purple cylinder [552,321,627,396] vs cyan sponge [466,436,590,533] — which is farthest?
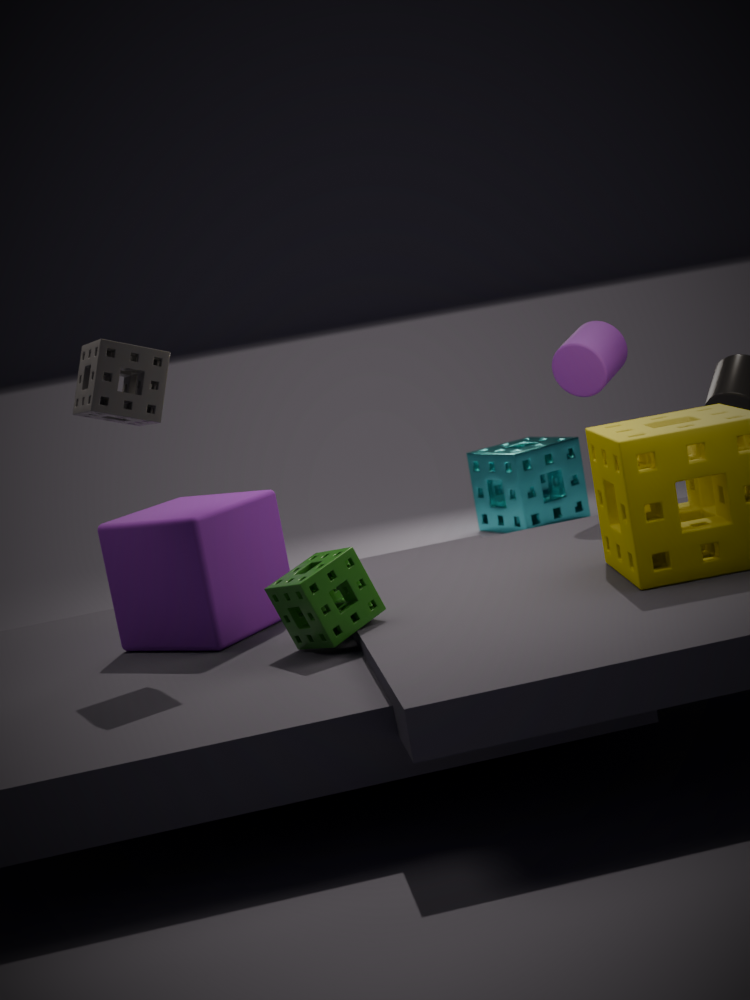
cyan sponge [466,436,590,533]
